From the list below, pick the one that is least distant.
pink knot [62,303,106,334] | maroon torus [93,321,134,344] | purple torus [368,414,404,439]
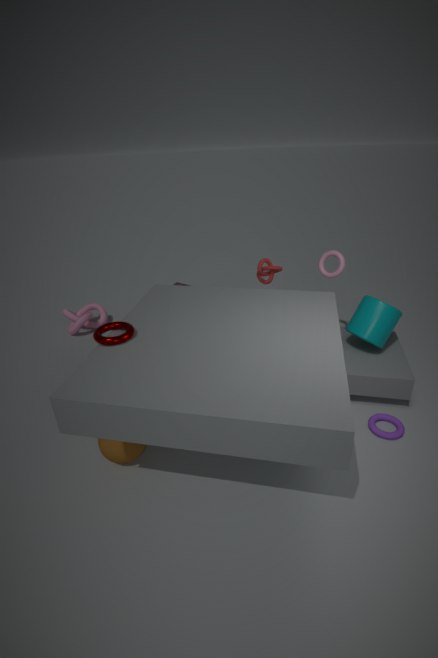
maroon torus [93,321,134,344]
